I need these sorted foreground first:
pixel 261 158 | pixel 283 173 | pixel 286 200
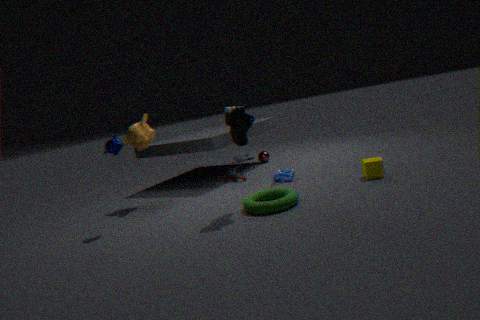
pixel 286 200 → pixel 283 173 → pixel 261 158
